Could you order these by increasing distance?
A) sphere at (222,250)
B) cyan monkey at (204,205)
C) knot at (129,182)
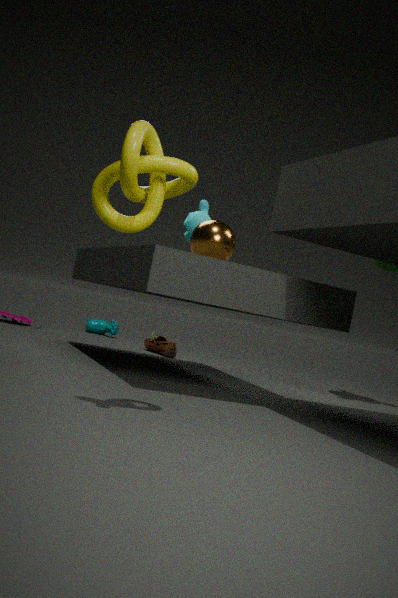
knot at (129,182)
sphere at (222,250)
cyan monkey at (204,205)
